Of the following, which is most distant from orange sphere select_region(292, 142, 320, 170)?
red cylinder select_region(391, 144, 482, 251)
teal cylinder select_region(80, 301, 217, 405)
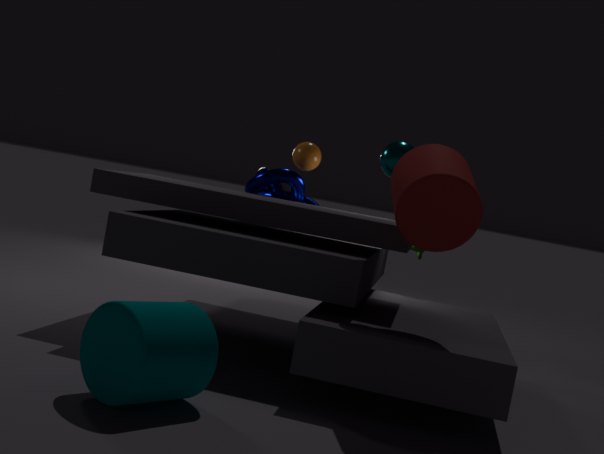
teal cylinder select_region(80, 301, 217, 405)
